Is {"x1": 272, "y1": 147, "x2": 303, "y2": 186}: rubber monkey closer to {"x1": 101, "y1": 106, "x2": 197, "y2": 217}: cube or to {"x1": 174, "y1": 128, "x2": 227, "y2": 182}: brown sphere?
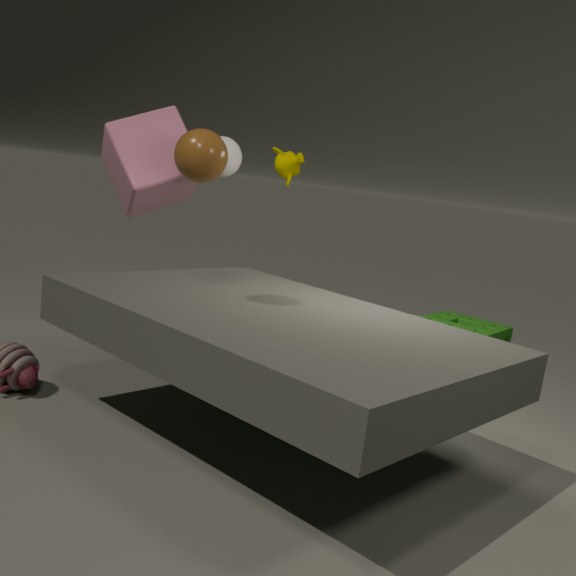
{"x1": 101, "y1": 106, "x2": 197, "y2": 217}: cube
